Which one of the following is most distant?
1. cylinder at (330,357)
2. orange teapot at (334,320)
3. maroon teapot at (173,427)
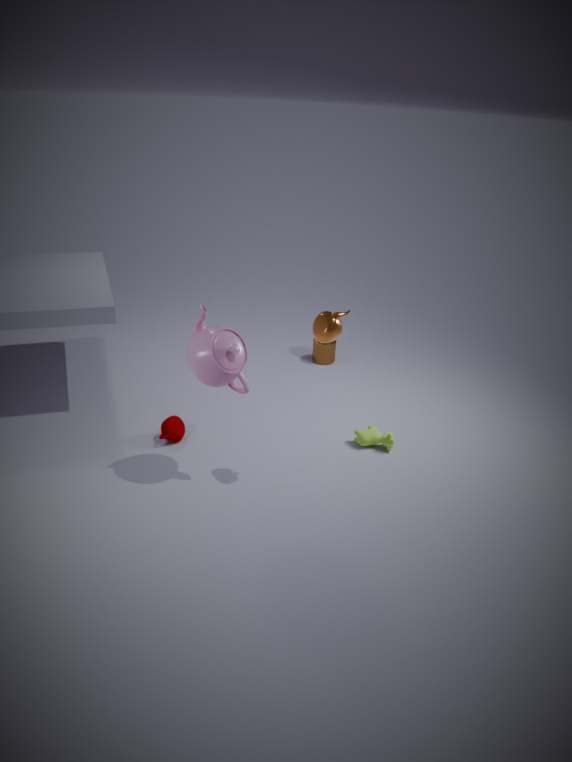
cylinder at (330,357)
